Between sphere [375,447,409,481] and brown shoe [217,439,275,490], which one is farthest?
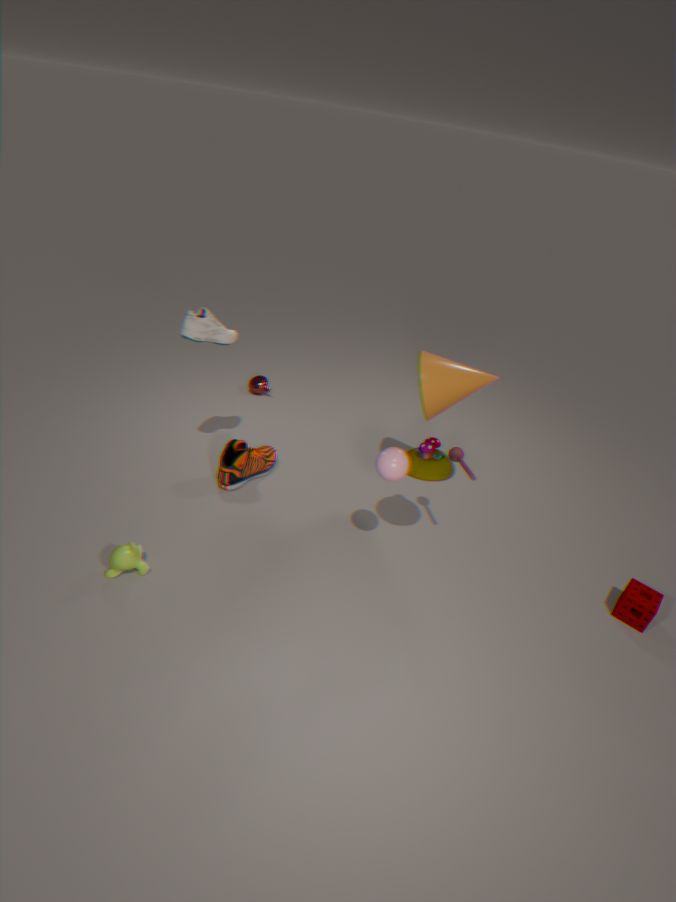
brown shoe [217,439,275,490]
